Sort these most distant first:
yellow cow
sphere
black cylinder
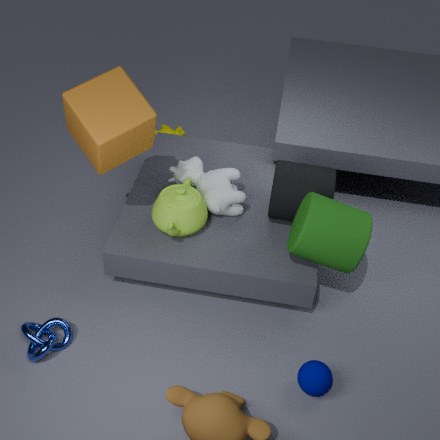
yellow cow
black cylinder
sphere
